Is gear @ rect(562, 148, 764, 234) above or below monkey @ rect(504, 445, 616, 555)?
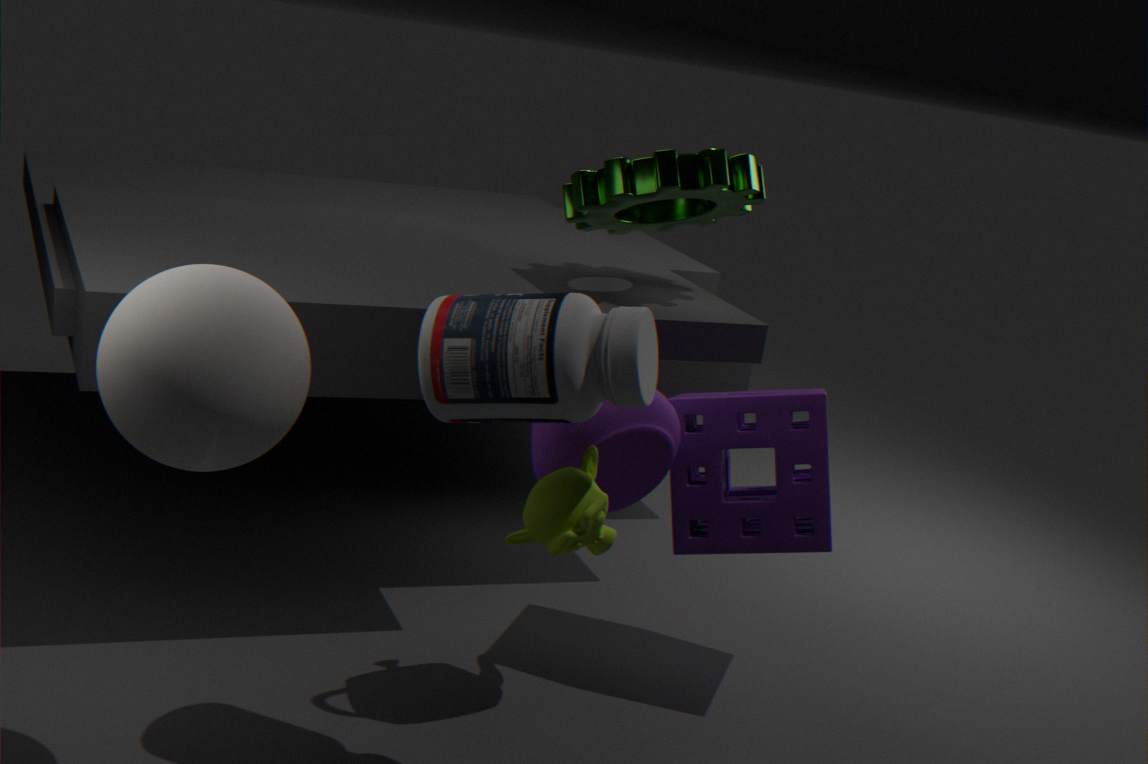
above
